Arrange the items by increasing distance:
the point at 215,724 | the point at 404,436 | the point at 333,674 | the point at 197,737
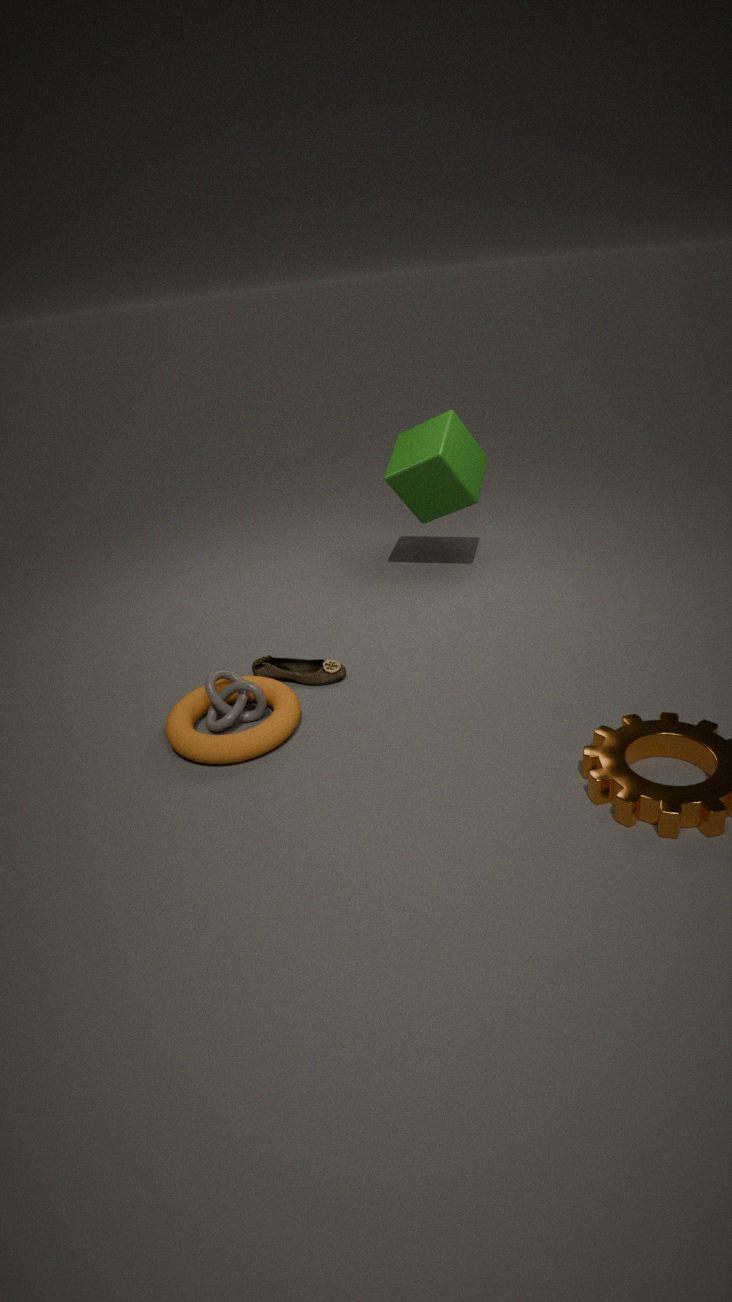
the point at 197,737
the point at 215,724
the point at 333,674
the point at 404,436
